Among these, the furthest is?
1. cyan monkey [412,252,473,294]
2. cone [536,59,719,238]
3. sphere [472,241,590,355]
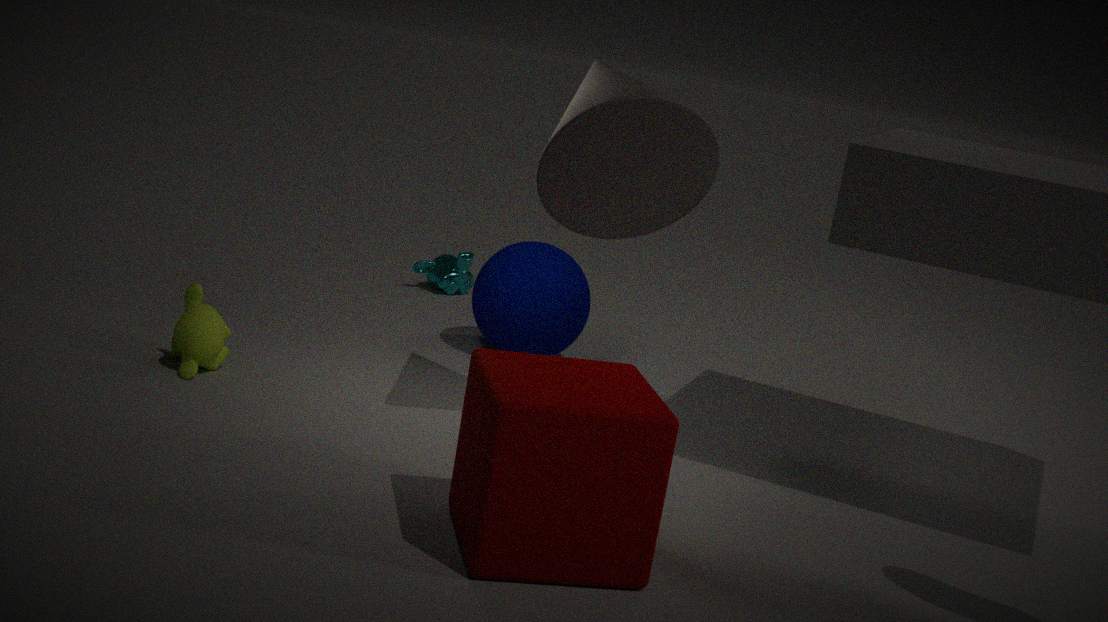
cyan monkey [412,252,473,294]
